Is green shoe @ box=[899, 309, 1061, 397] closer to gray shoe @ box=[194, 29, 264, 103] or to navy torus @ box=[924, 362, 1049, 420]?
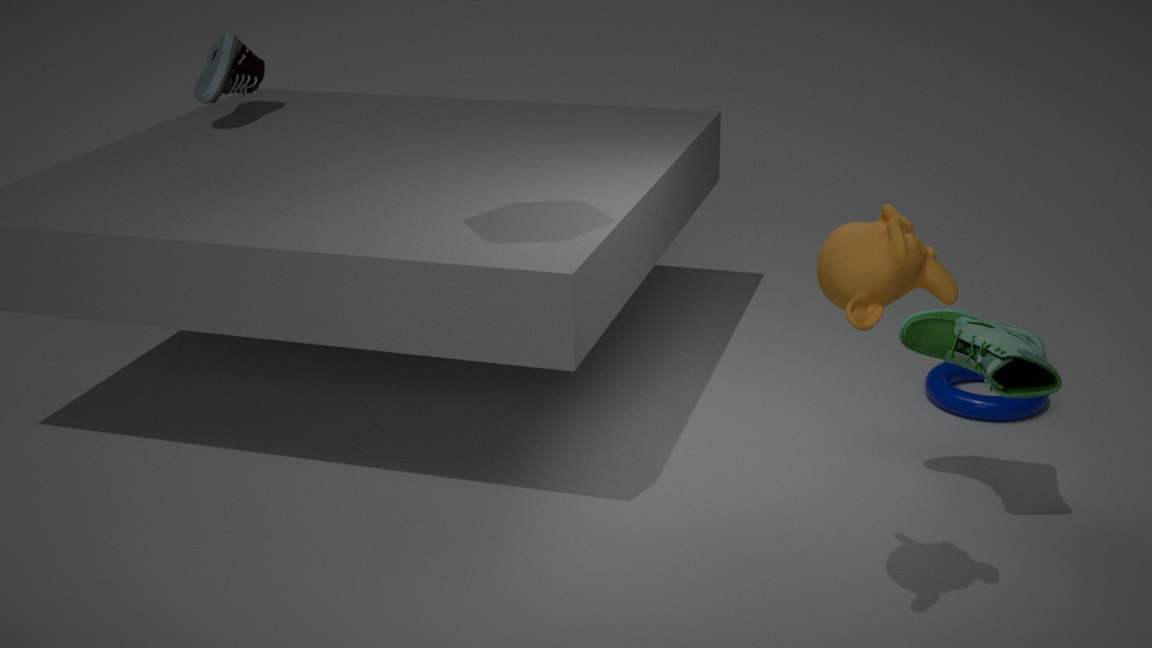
navy torus @ box=[924, 362, 1049, 420]
